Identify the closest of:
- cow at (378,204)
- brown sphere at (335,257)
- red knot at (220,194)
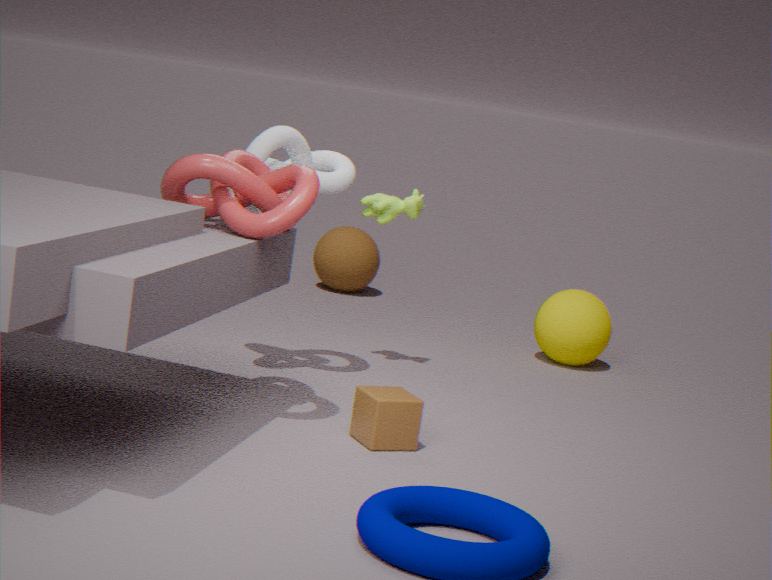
red knot at (220,194)
